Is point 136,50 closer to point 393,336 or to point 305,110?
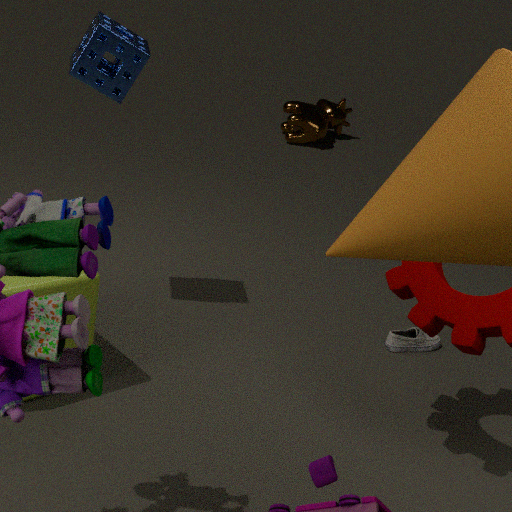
point 393,336
